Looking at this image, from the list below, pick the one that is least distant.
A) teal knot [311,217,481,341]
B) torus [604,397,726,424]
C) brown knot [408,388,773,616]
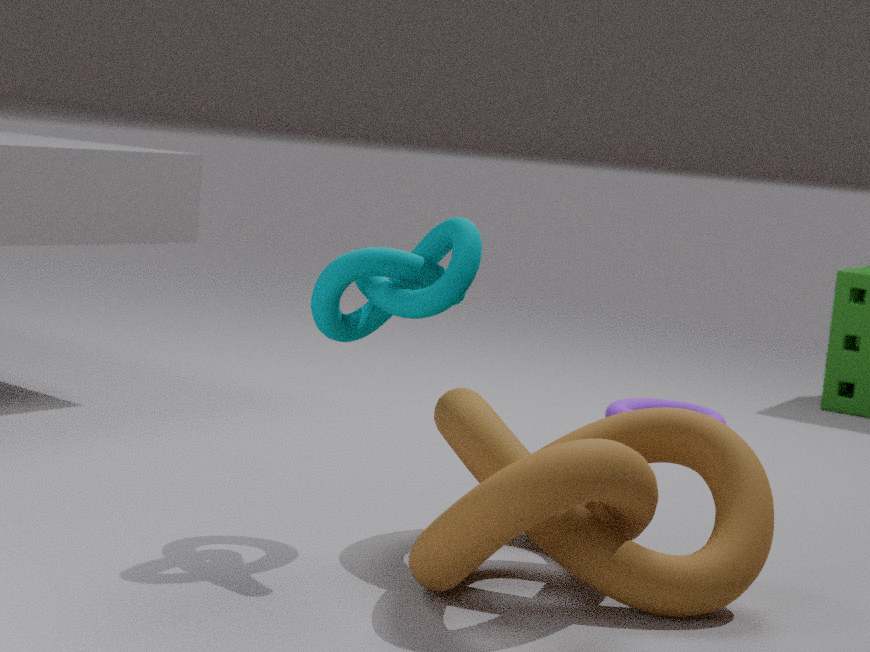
brown knot [408,388,773,616]
